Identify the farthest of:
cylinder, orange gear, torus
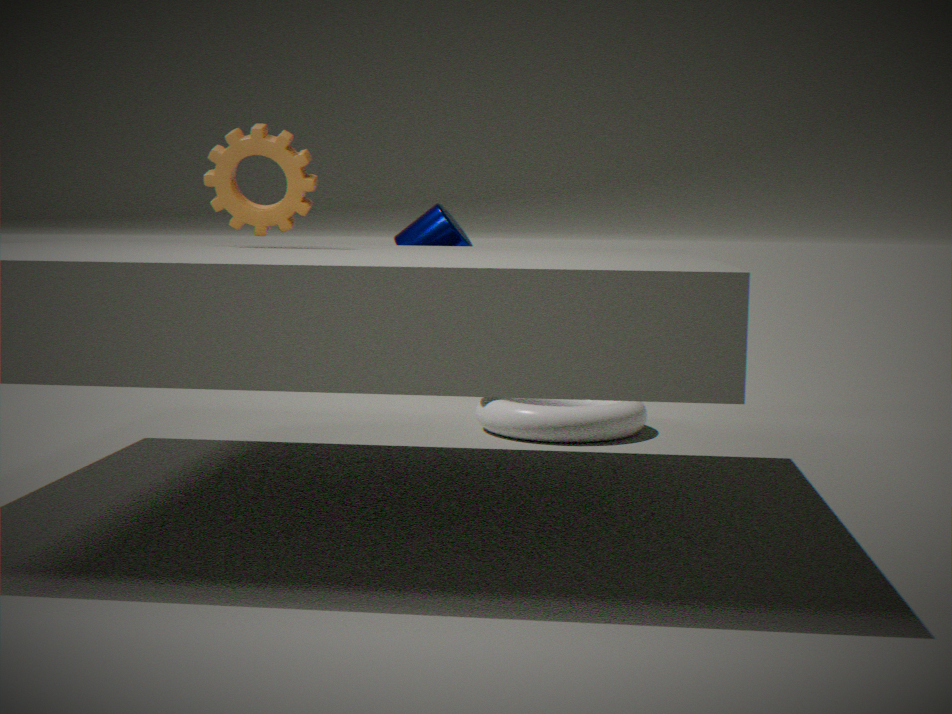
cylinder
